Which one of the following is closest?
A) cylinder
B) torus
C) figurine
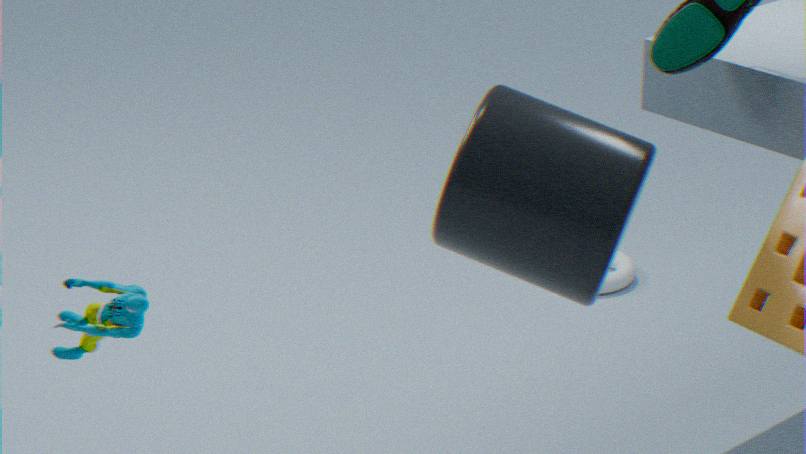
figurine
